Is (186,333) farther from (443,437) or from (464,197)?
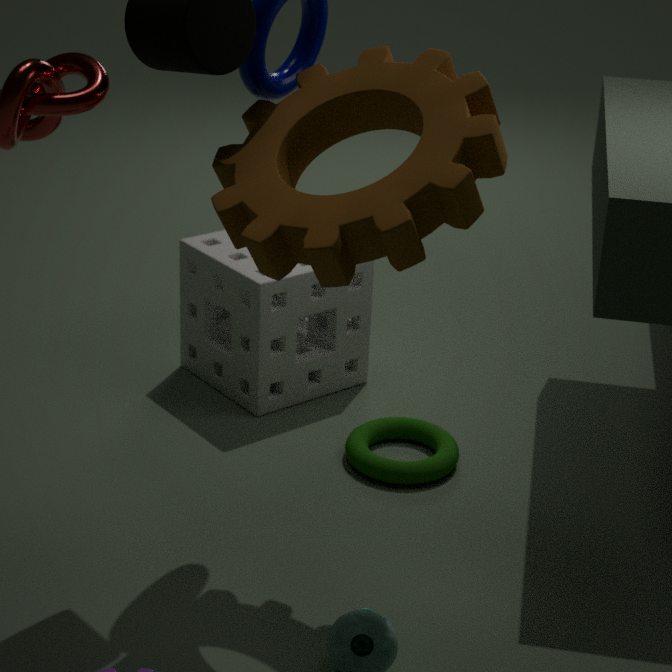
(464,197)
